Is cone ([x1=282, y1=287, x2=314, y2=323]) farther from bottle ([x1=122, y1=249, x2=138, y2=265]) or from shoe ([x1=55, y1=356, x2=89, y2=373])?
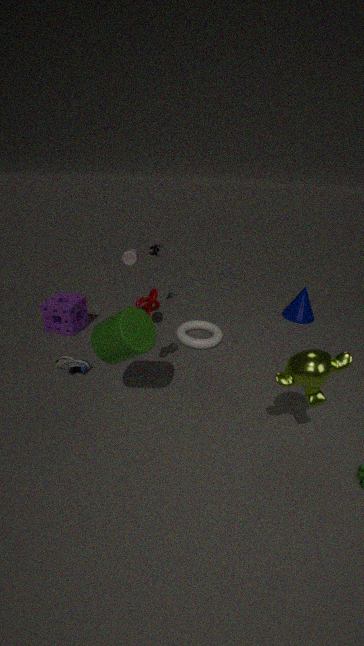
shoe ([x1=55, y1=356, x2=89, y2=373])
